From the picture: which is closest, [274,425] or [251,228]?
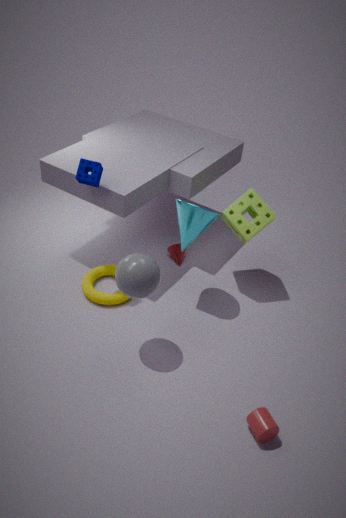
[274,425]
